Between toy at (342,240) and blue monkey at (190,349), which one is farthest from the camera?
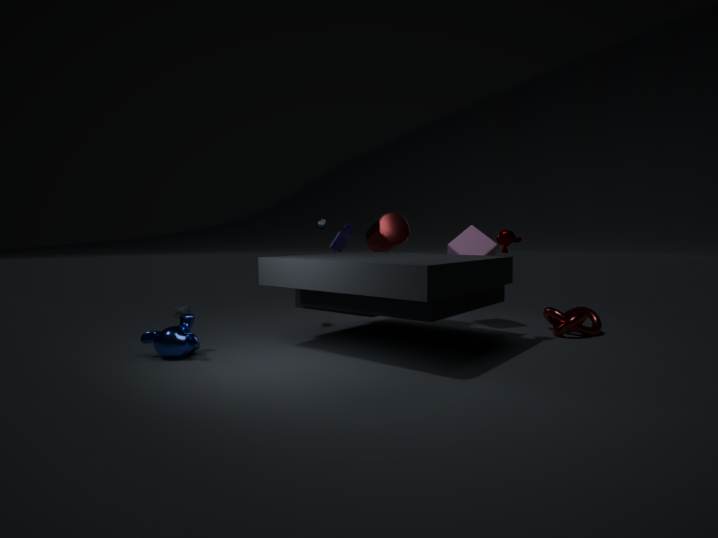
toy at (342,240)
